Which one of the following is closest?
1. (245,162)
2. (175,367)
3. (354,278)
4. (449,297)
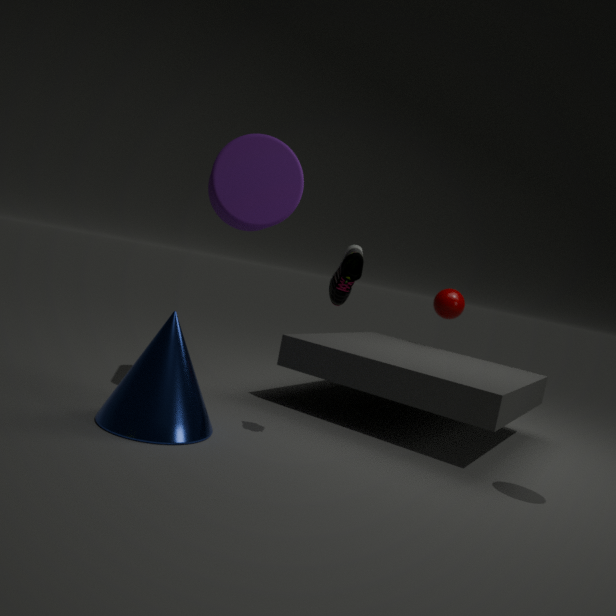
(354,278)
